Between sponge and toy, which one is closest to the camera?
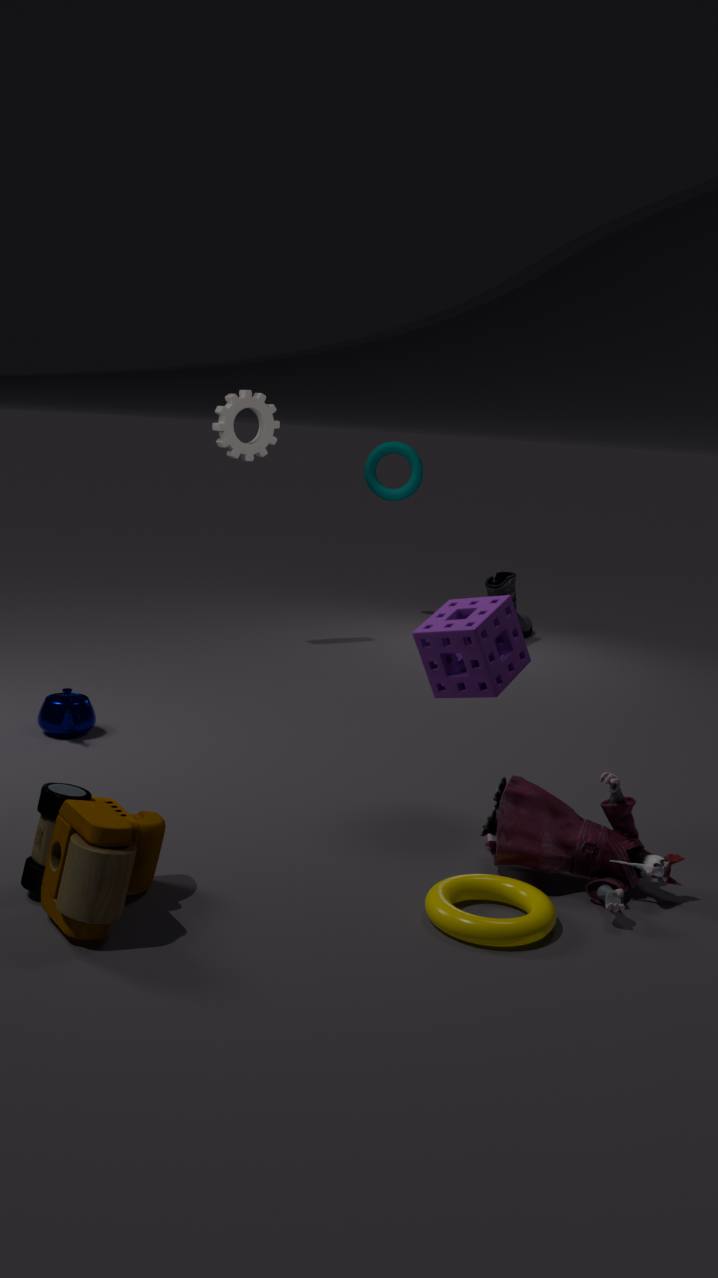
toy
